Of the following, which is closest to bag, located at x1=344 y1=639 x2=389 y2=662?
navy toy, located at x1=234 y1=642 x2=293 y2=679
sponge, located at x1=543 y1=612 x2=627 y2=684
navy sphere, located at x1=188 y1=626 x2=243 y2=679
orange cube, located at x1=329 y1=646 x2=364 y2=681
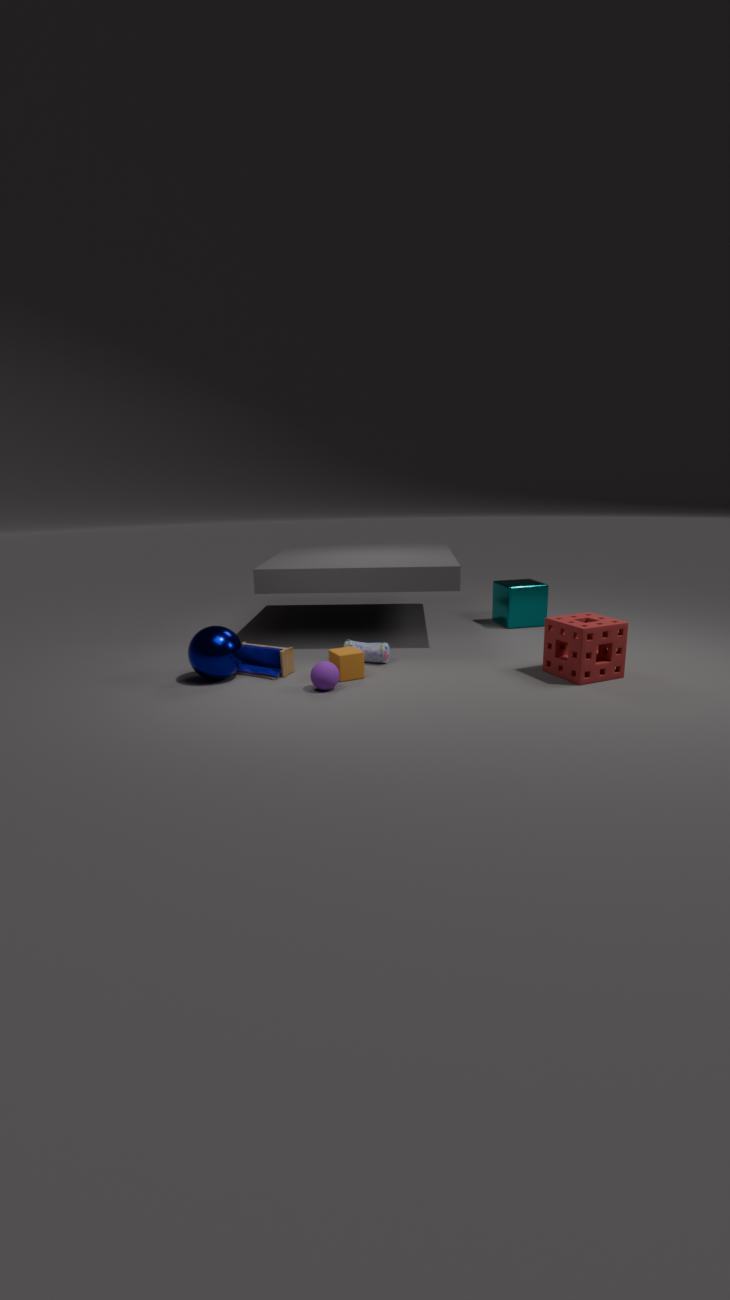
orange cube, located at x1=329 y1=646 x2=364 y2=681
